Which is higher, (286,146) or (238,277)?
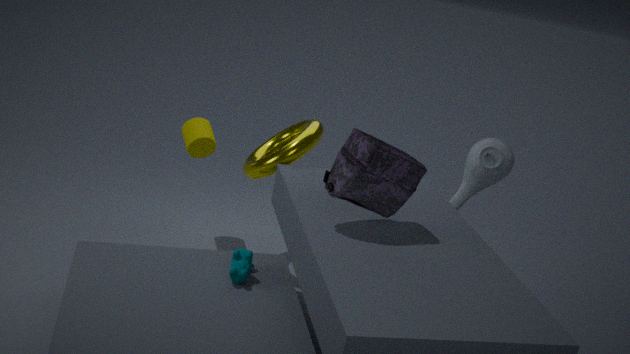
(286,146)
